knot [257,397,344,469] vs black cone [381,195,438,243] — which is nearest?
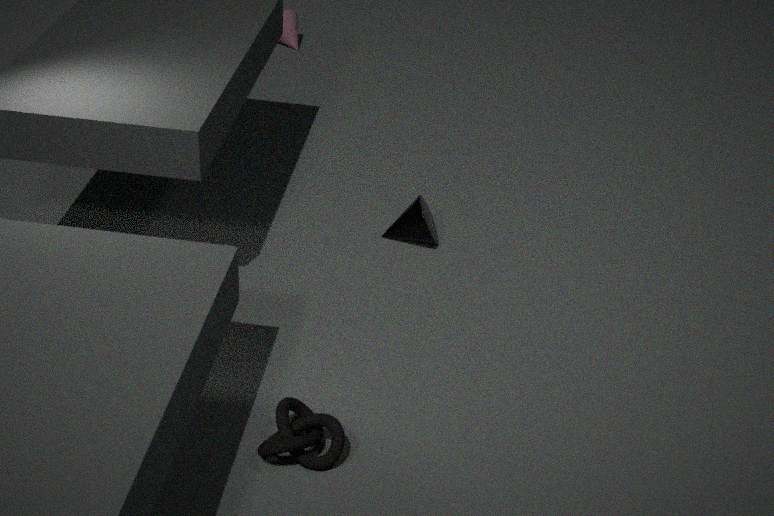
knot [257,397,344,469]
